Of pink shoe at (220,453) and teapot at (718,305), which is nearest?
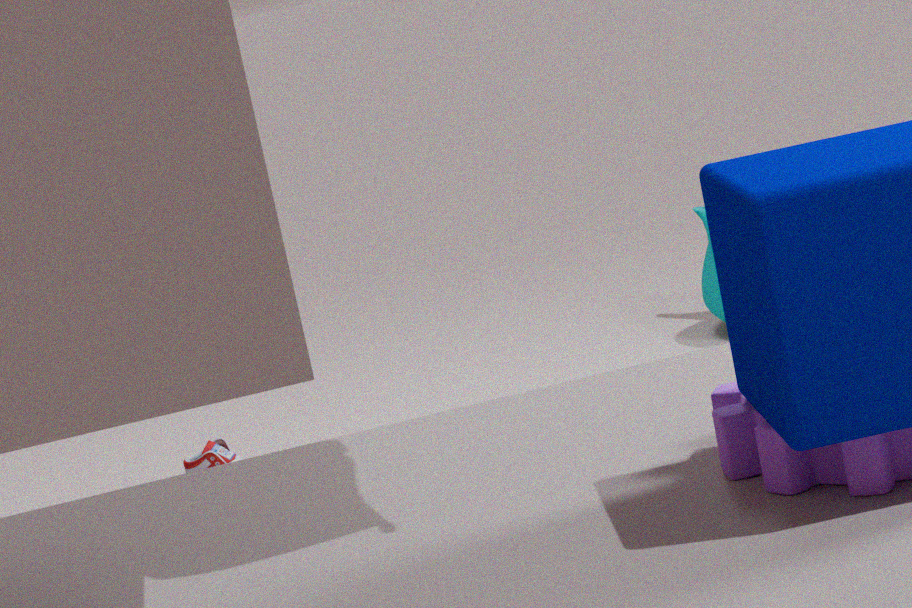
pink shoe at (220,453)
